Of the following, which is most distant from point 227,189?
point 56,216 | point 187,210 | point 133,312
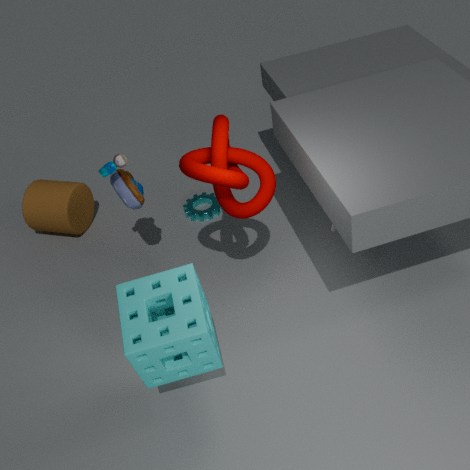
point 56,216
